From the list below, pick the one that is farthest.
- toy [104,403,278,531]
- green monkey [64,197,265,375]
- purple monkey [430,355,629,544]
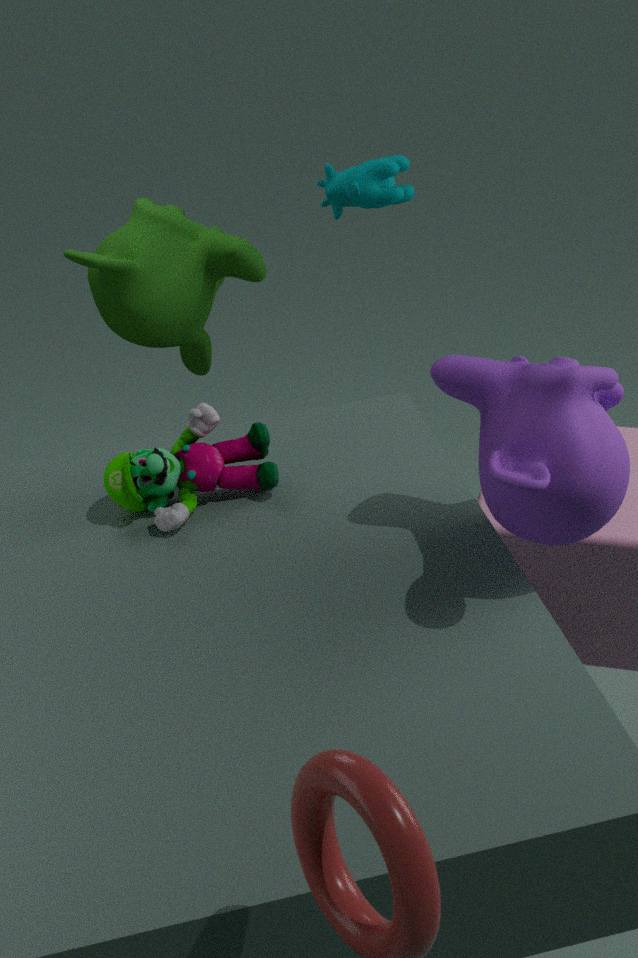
green monkey [64,197,265,375]
